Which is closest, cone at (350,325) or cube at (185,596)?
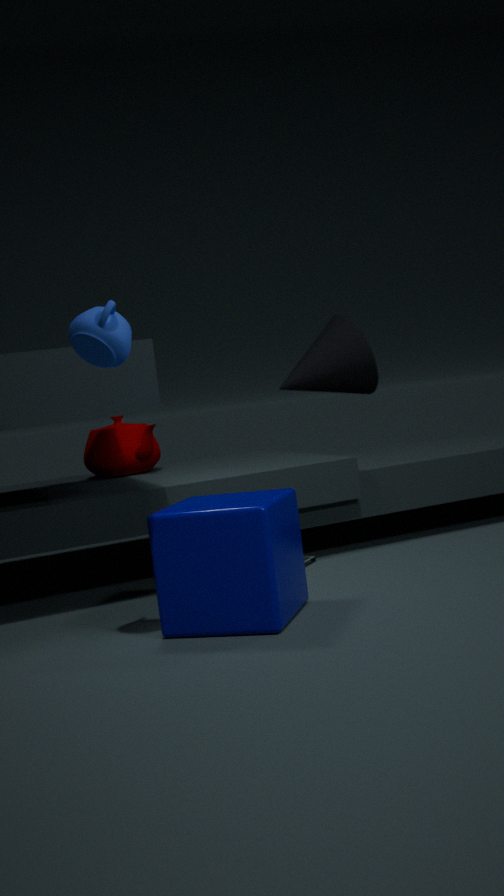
cube at (185,596)
